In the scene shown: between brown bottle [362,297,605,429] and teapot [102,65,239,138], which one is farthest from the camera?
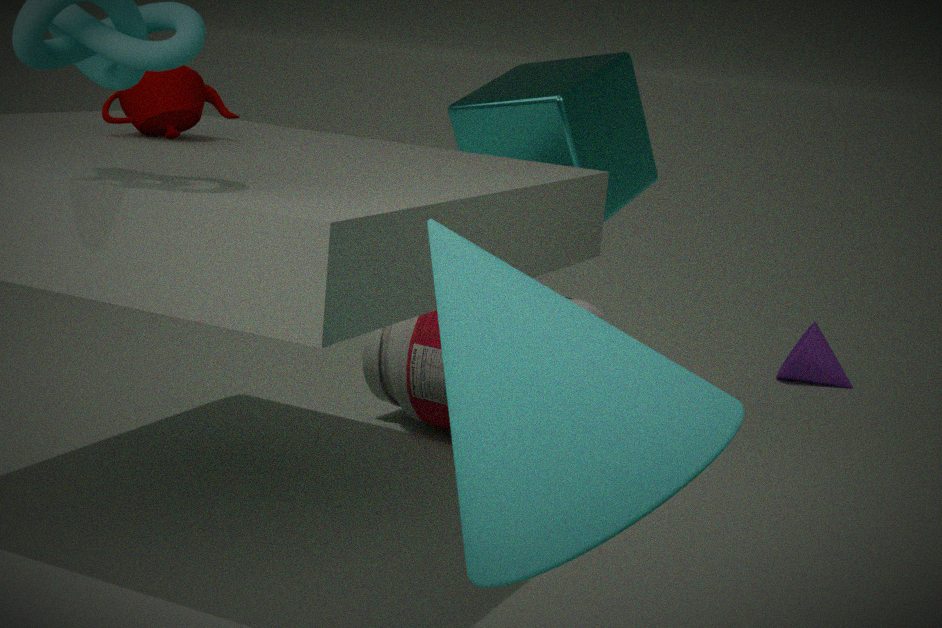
brown bottle [362,297,605,429]
